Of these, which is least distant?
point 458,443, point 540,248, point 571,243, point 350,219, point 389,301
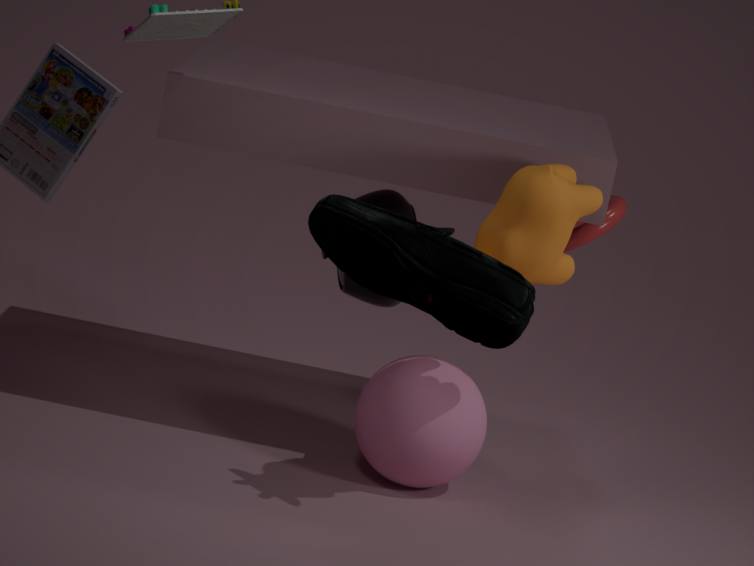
point 350,219
